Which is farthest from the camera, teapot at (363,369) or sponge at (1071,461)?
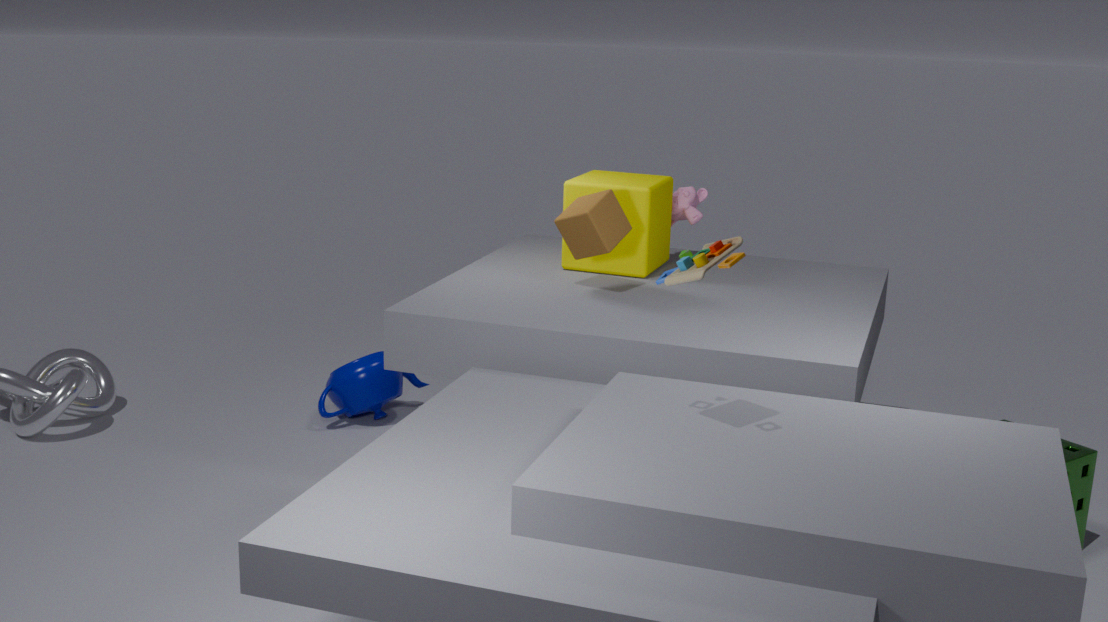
teapot at (363,369)
